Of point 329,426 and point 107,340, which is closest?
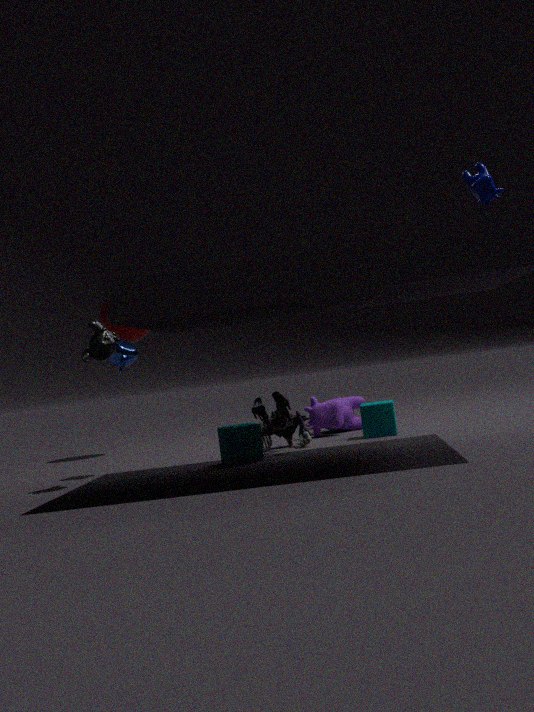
point 107,340
